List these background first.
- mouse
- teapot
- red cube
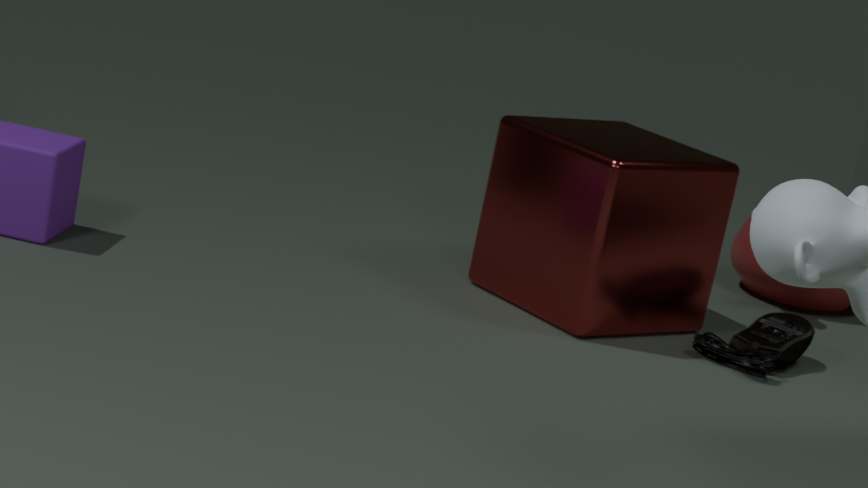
teapot, mouse, red cube
